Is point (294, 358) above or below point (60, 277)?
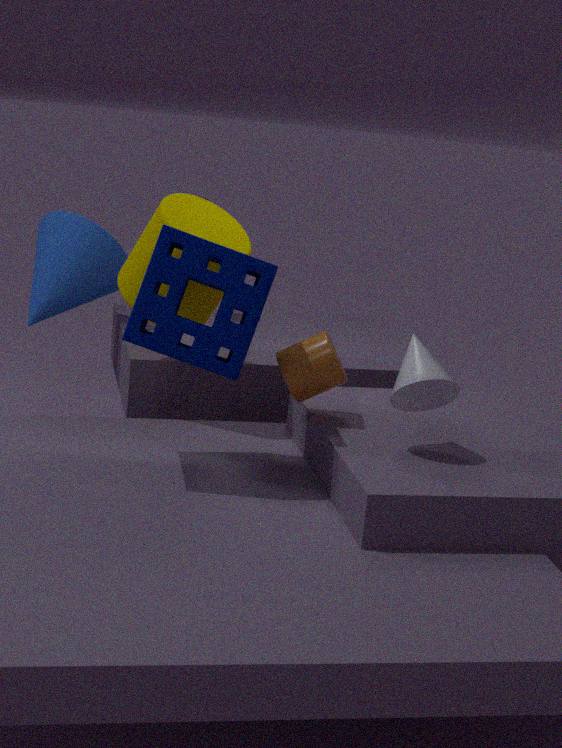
below
